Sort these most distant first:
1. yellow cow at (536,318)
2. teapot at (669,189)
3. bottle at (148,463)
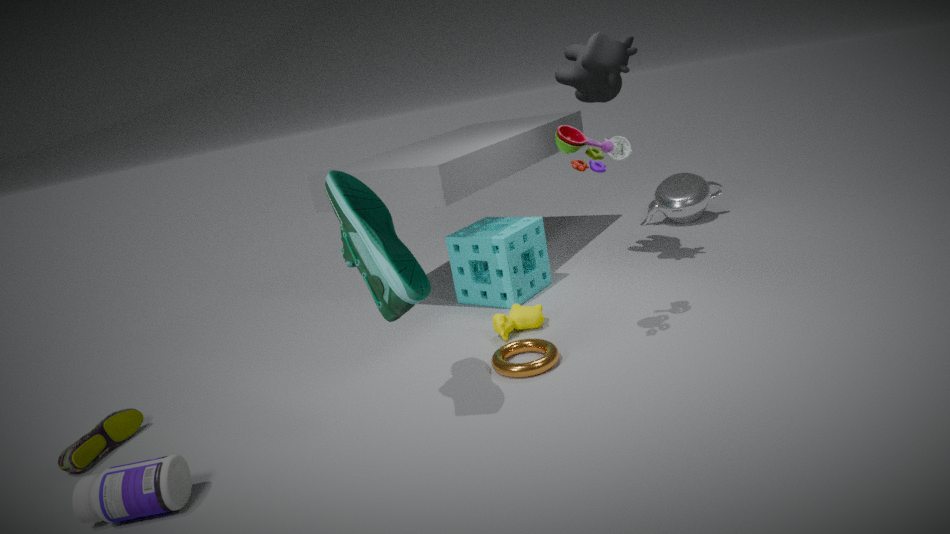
teapot at (669,189) < yellow cow at (536,318) < bottle at (148,463)
